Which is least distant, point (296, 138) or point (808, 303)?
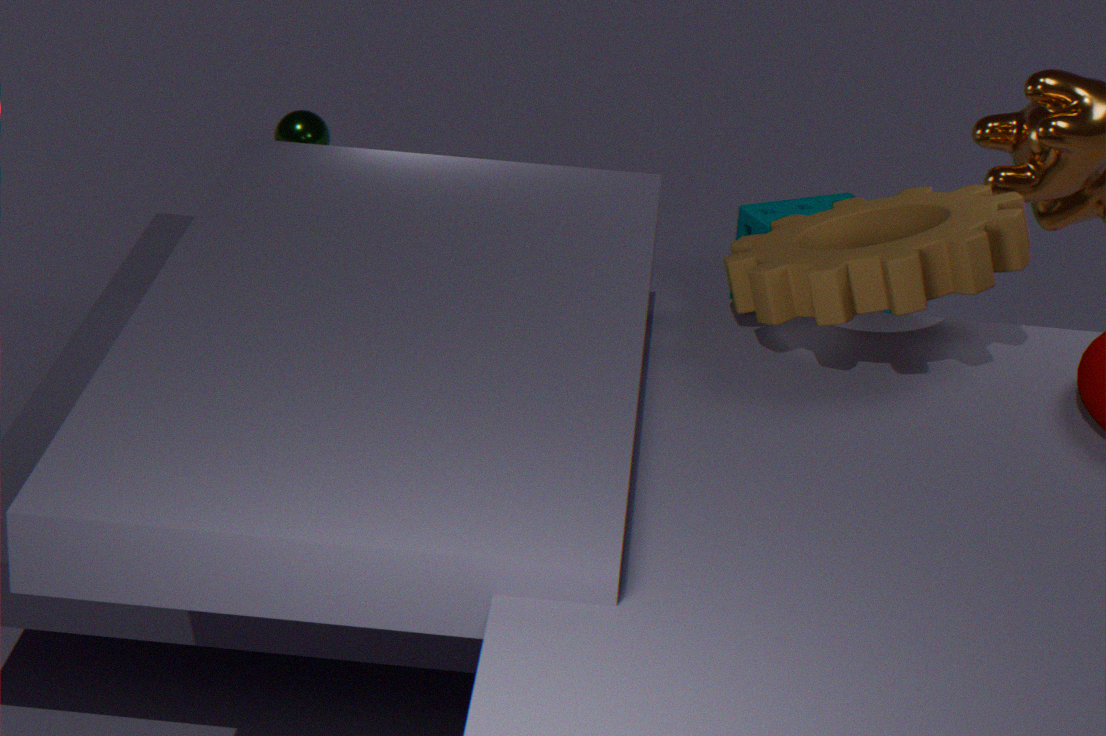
point (808, 303)
